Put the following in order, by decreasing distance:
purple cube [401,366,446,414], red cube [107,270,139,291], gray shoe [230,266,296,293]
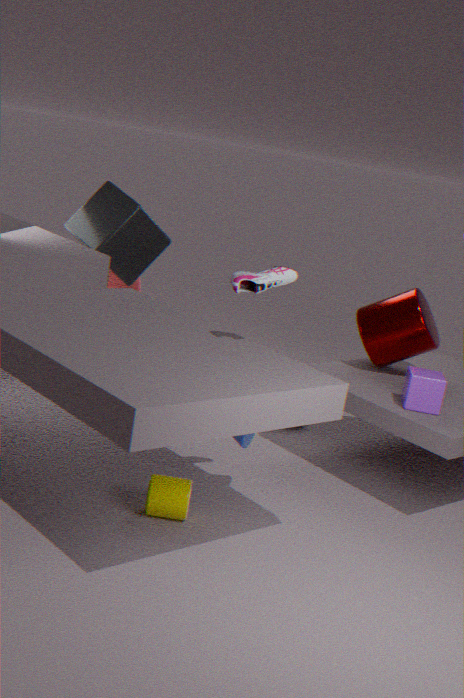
red cube [107,270,139,291]
purple cube [401,366,446,414]
gray shoe [230,266,296,293]
